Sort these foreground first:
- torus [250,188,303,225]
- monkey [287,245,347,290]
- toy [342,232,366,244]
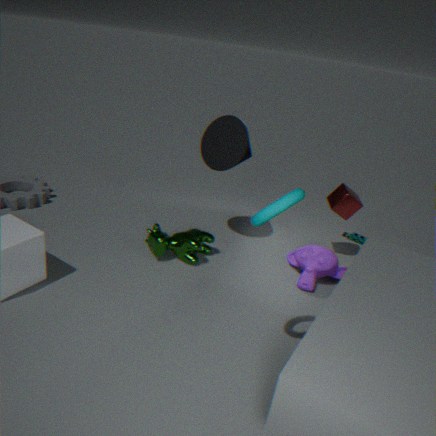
torus [250,188,303,225], monkey [287,245,347,290], toy [342,232,366,244]
